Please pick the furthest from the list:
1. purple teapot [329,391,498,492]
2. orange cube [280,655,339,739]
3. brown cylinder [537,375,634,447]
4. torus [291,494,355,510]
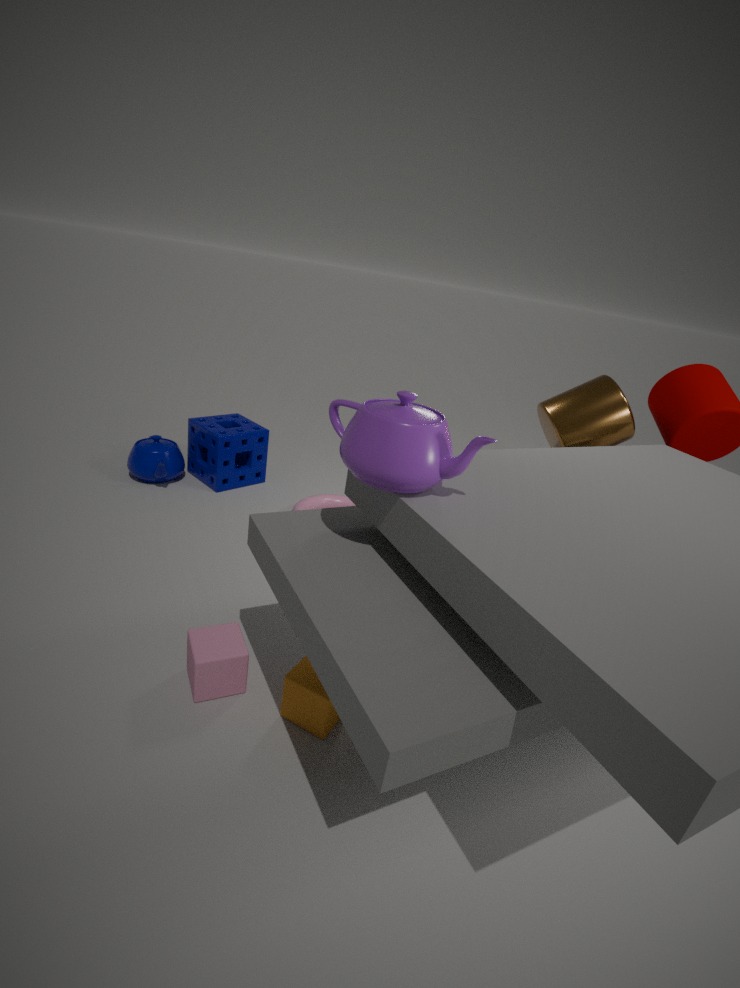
torus [291,494,355,510]
